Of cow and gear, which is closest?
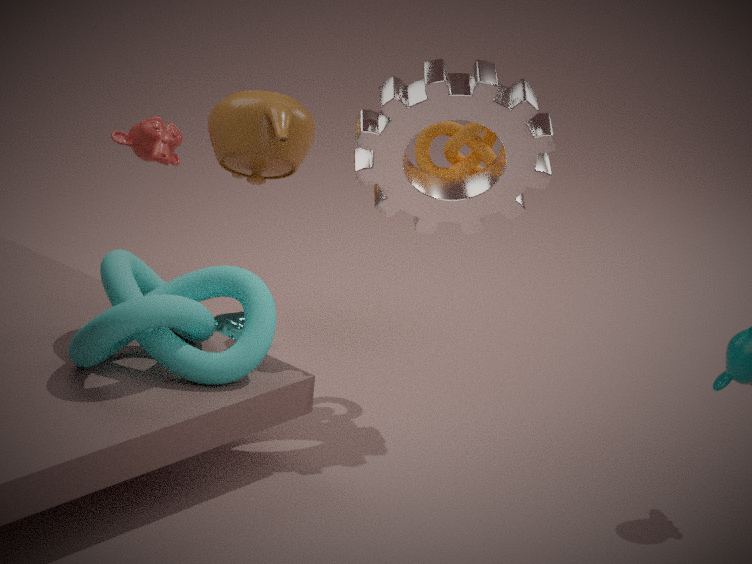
gear
